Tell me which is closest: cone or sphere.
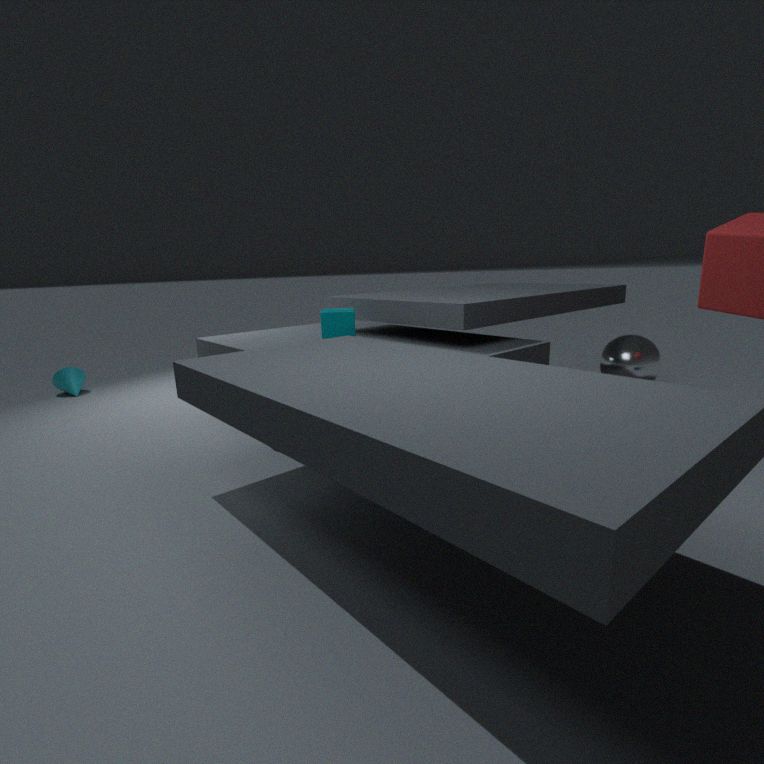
sphere
